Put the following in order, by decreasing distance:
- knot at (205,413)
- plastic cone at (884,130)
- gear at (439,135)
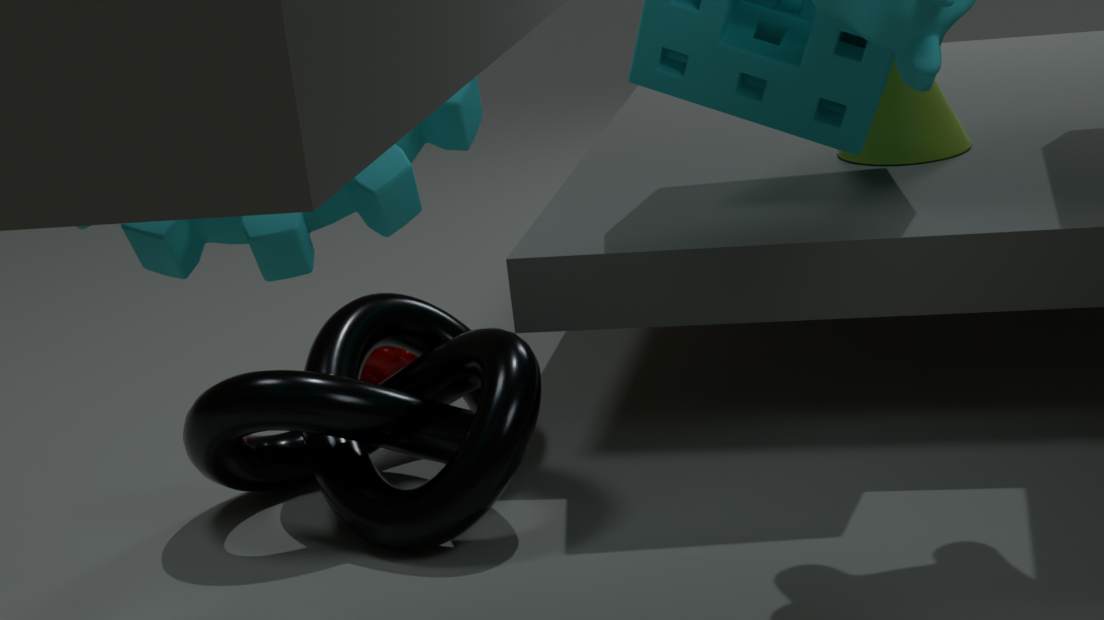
plastic cone at (884,130) < knot at (205,413) < gear at (439,135)
